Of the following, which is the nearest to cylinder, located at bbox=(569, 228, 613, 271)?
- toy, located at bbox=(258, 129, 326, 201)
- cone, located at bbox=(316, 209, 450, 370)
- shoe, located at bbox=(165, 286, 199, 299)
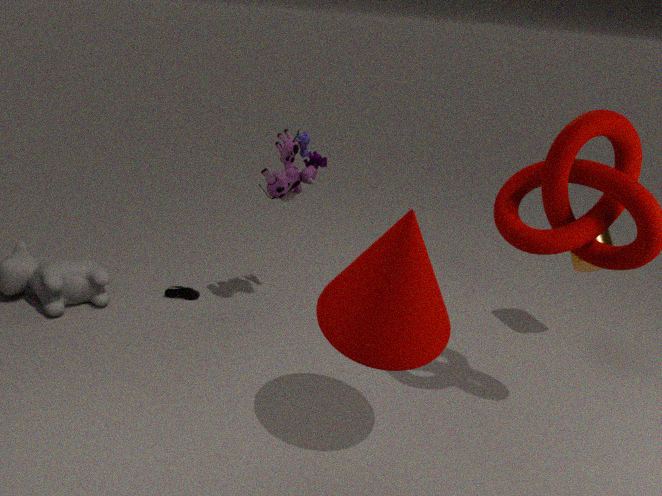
cone, located at bbox=(316, 209, 450, 370)
